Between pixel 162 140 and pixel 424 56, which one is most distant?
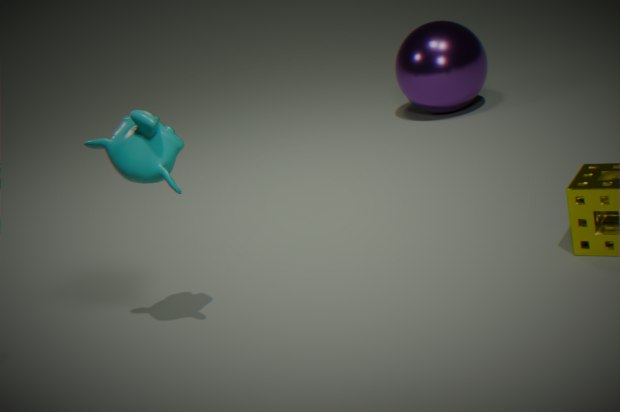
pixel 424 56
